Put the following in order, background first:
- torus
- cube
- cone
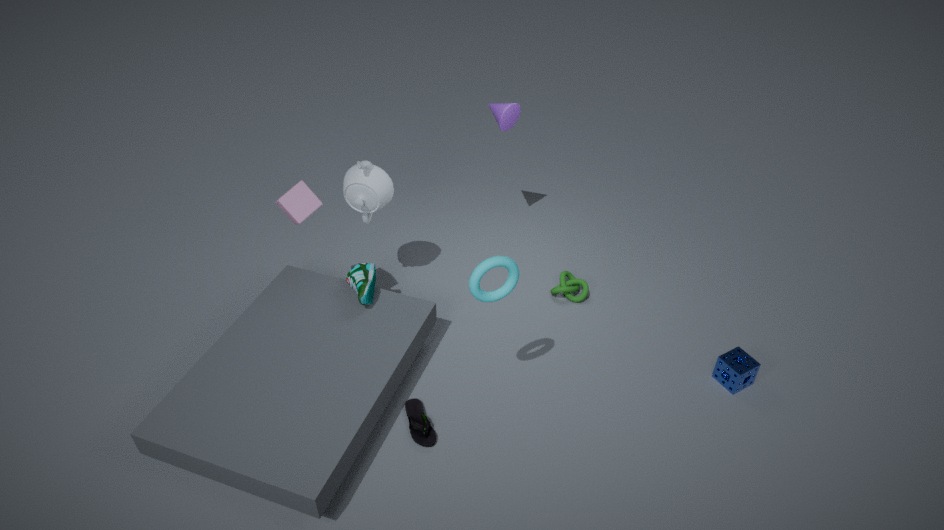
1. cone
2. cube
3. torus
